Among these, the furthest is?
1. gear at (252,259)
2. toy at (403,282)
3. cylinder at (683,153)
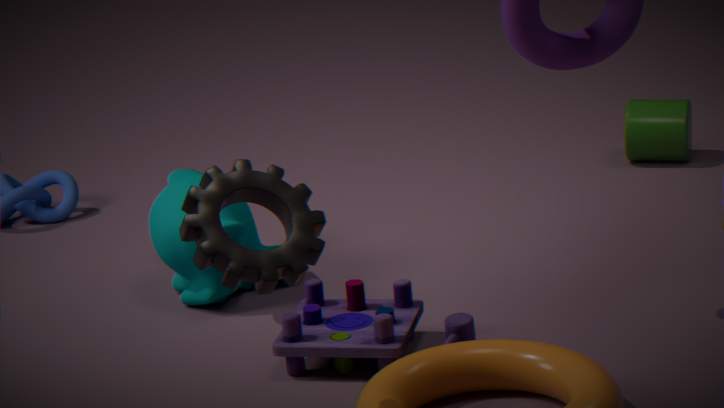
cylinder at (683,153)
